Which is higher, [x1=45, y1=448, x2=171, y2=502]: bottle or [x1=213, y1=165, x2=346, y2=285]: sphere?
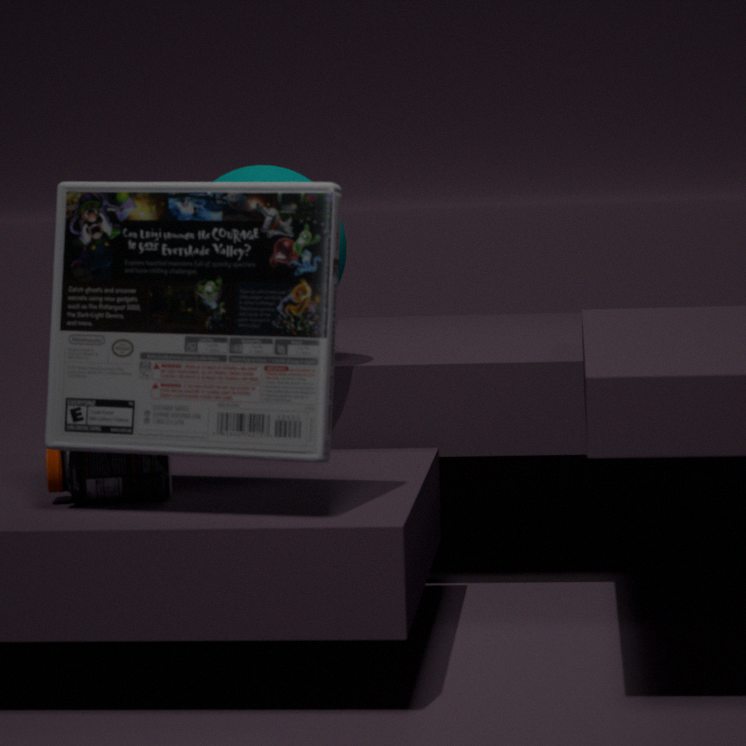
[x1=213, y1=165, x2=346, y2=285]: sphere
